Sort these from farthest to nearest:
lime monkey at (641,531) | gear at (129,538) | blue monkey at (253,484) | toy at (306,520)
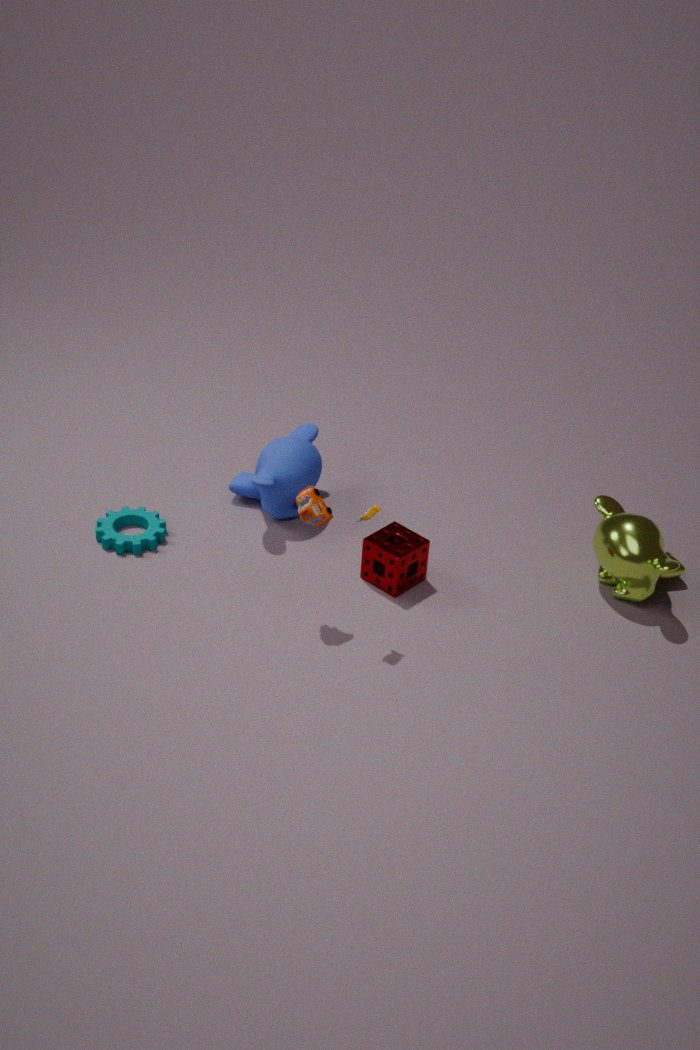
blue monkey at (253,484), gear at (129,538), lime monkey at (641,531), toy at (306,520)
